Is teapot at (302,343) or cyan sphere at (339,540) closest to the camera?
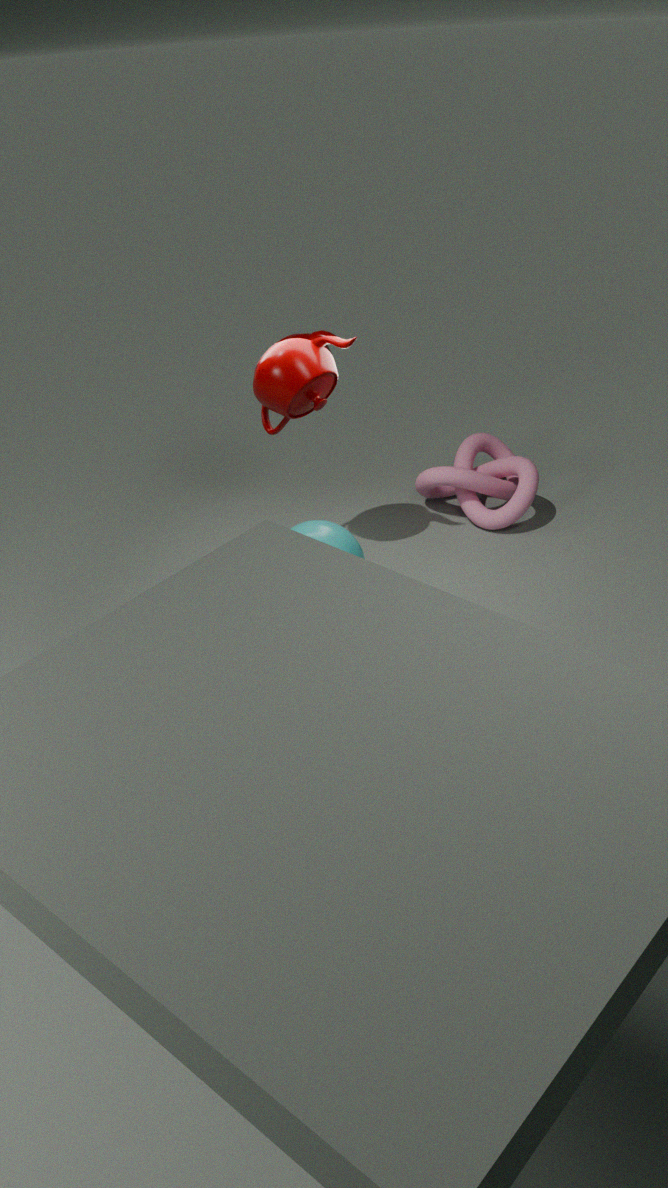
cyan sphere at (339,540)
